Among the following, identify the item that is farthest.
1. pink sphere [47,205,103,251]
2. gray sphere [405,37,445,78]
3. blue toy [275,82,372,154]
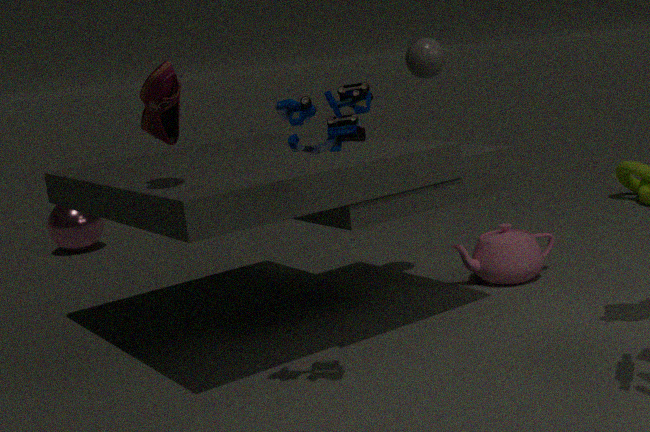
pink sphere [47,205,103,251]
